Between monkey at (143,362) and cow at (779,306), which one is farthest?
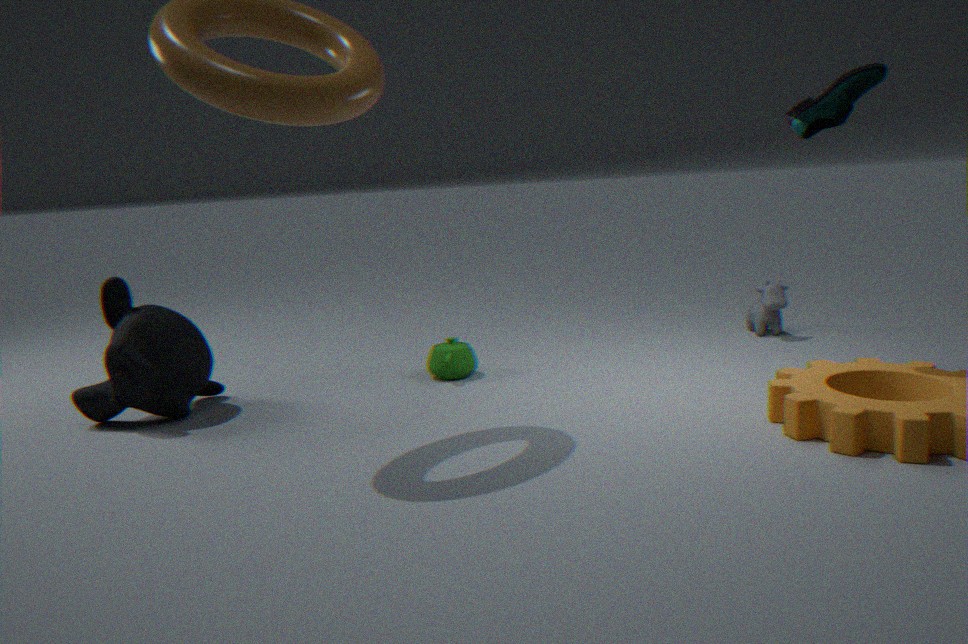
cow at (779,306)
